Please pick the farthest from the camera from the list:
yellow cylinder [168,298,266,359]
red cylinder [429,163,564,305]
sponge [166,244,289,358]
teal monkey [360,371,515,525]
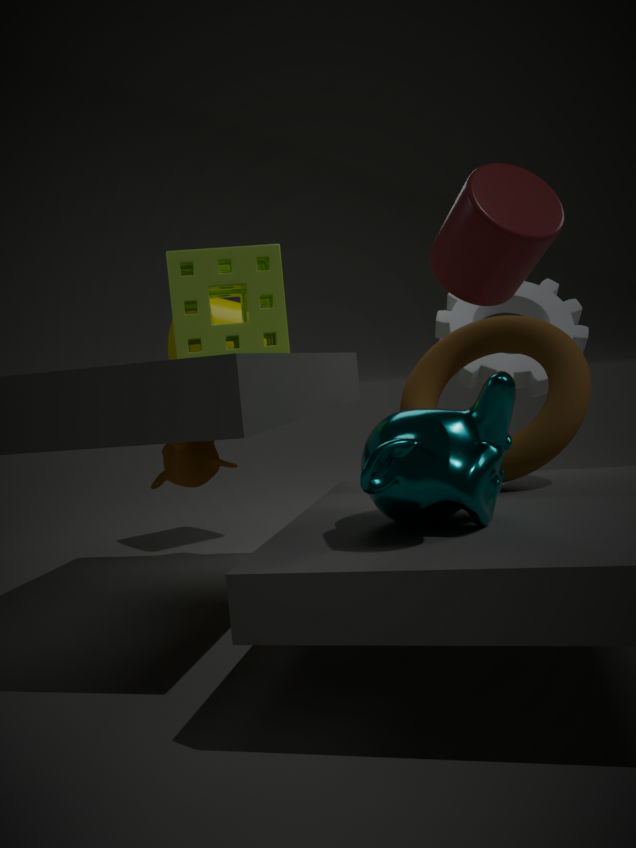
yellow cylinder [168,298,266,359]
